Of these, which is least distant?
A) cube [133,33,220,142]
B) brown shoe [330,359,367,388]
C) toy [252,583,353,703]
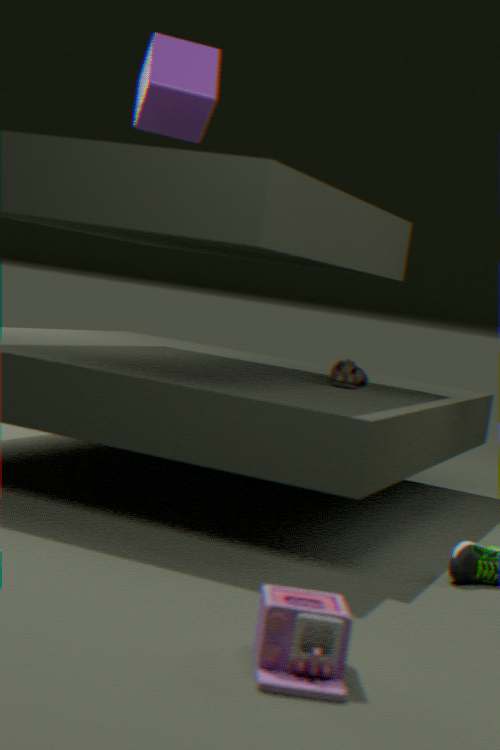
toy [252,583,353,703]
